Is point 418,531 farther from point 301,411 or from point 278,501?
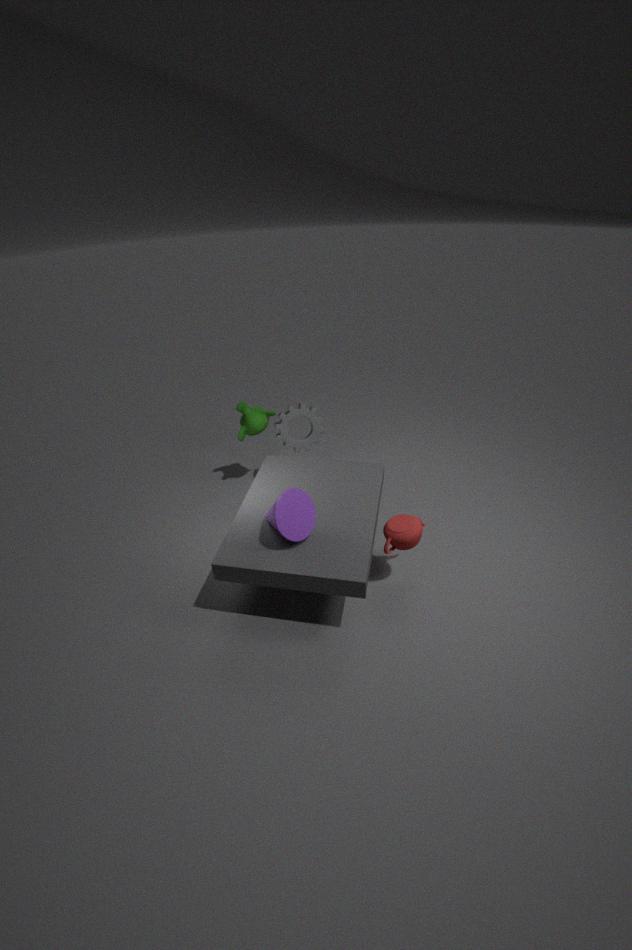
point 301,411
